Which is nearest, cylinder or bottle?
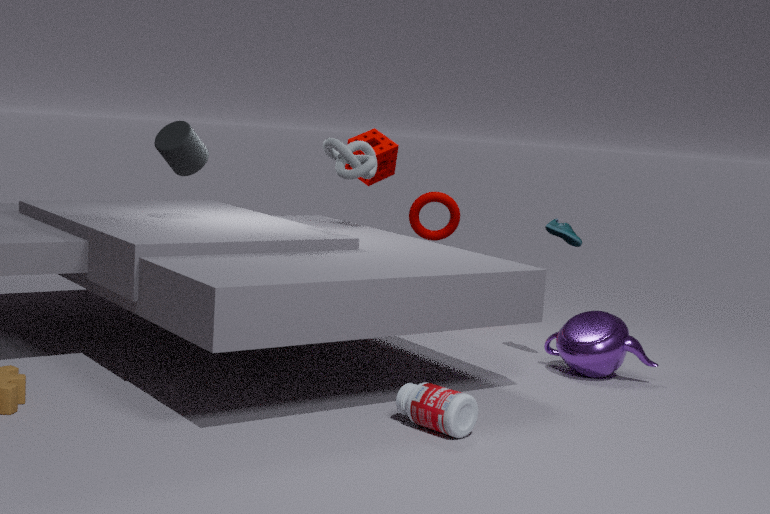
bottle
